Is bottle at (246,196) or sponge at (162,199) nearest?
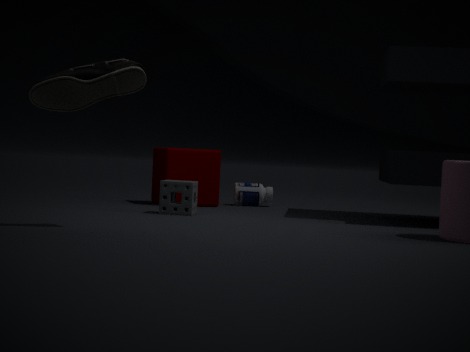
sponge at (162,199)
